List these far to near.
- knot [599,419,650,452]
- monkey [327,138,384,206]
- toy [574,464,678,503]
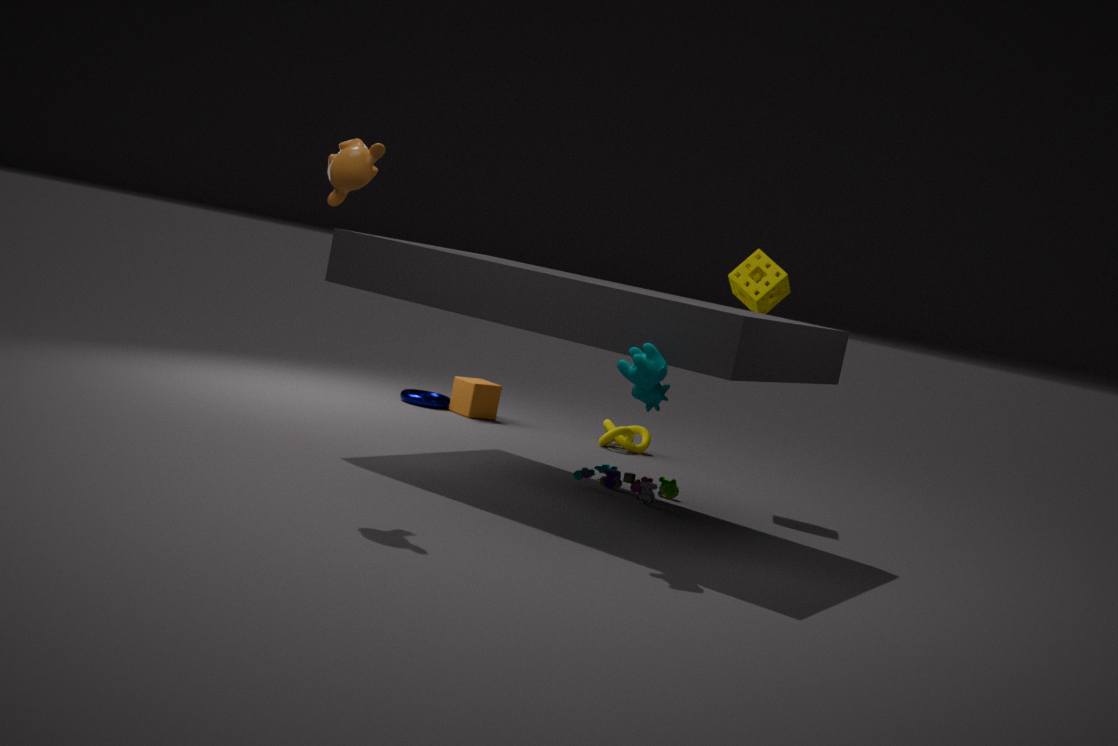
knot [599,419,650,452] → toy [574,464,678,503] → monkey [327,138,384,206]
